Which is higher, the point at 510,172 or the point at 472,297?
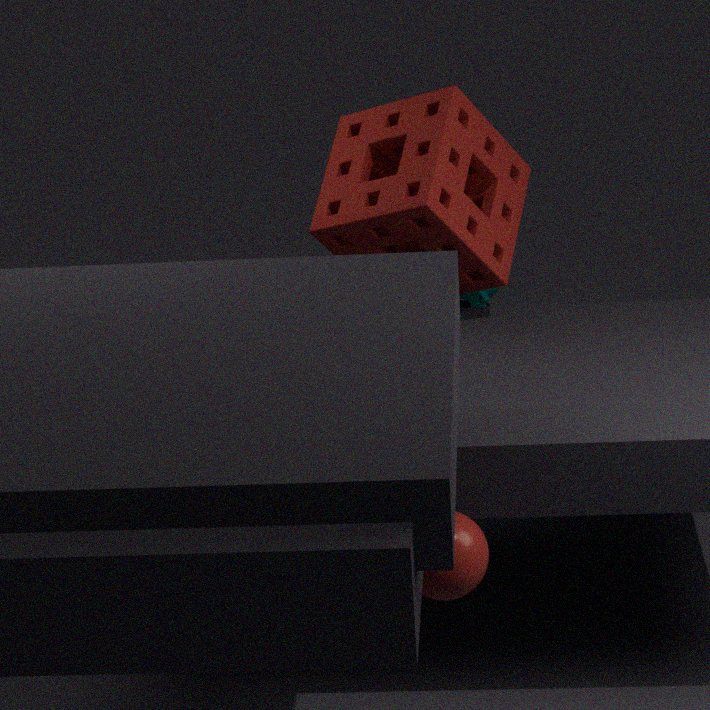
the point at 510,172
